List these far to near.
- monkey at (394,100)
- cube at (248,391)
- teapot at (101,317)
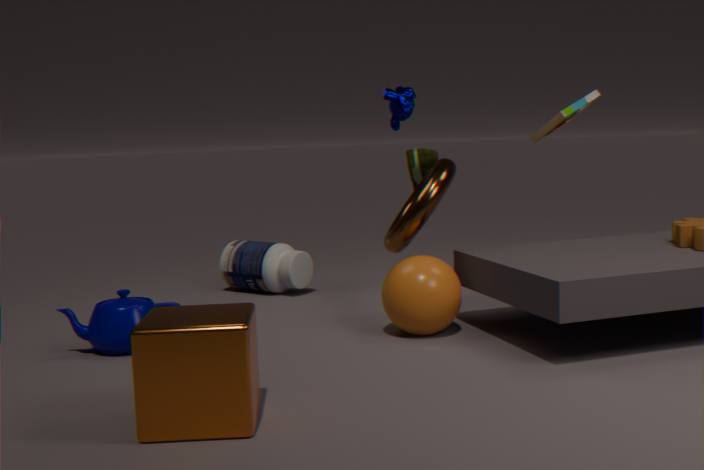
monkey at (394,100), teapot at (101,317), cube at (248,391)
